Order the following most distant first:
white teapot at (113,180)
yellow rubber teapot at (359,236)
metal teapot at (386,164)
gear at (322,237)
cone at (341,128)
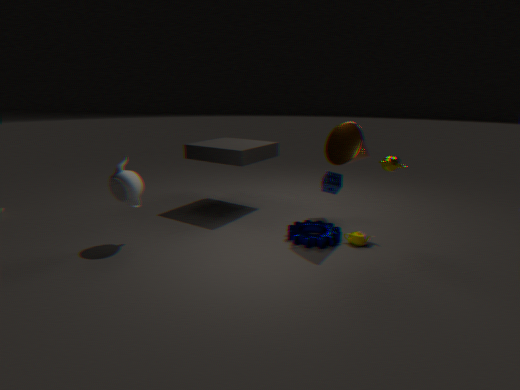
1. metal teapot at (386,164)
2. yellow rubber teapot at (359,236)
3. gear at (322,237)
4. white teapot at (113,180)
5. cone at (341,128)
